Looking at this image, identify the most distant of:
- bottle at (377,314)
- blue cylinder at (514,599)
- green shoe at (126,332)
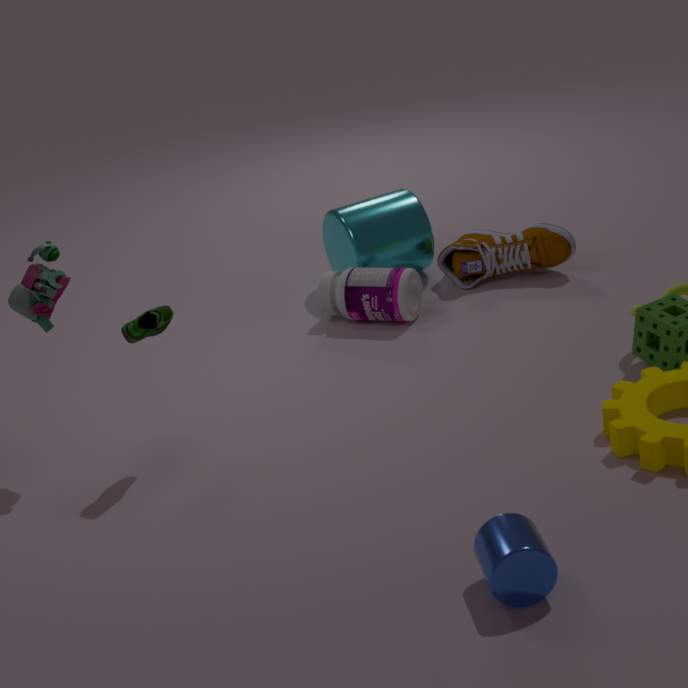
bottle at (377,314)
